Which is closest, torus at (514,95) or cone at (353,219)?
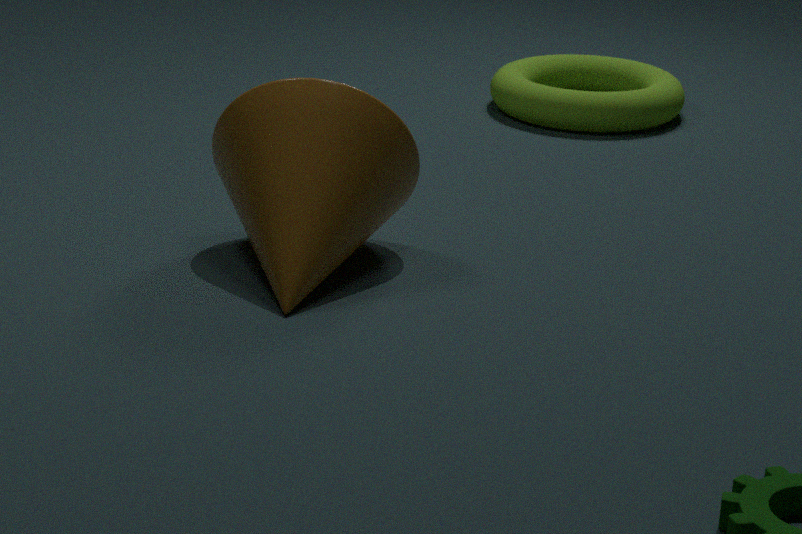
cone at (353,219)
